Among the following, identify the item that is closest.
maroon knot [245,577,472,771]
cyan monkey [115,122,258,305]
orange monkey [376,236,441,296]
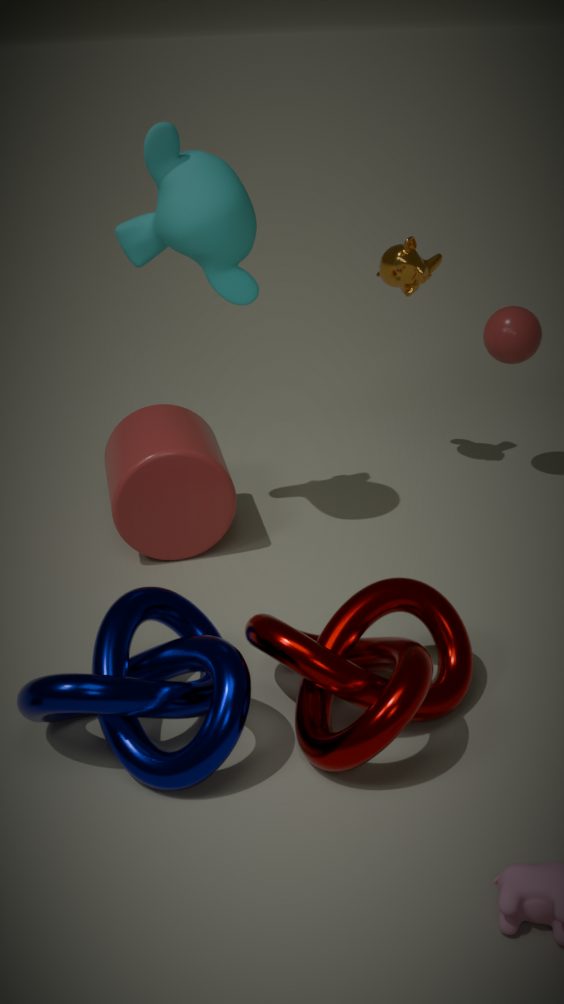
maroon knot [245,577,472,771]
